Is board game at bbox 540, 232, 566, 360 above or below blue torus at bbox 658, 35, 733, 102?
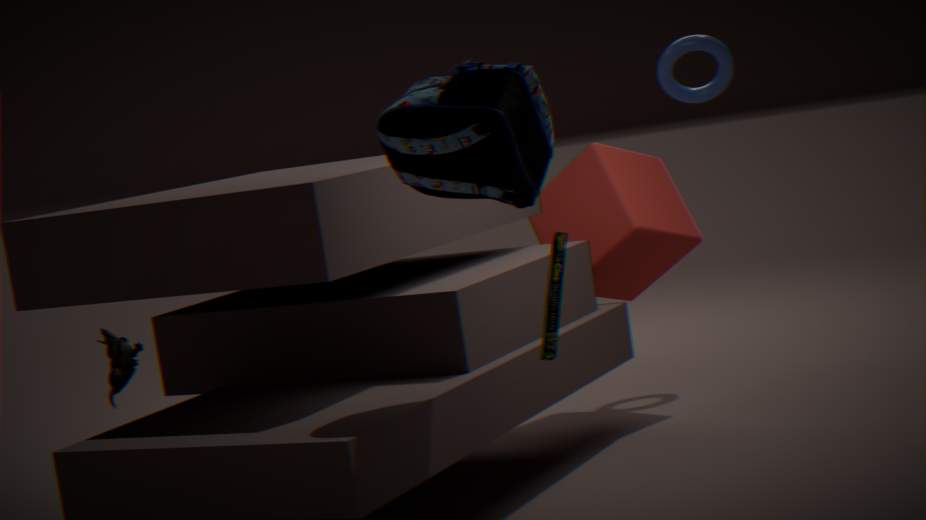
below
